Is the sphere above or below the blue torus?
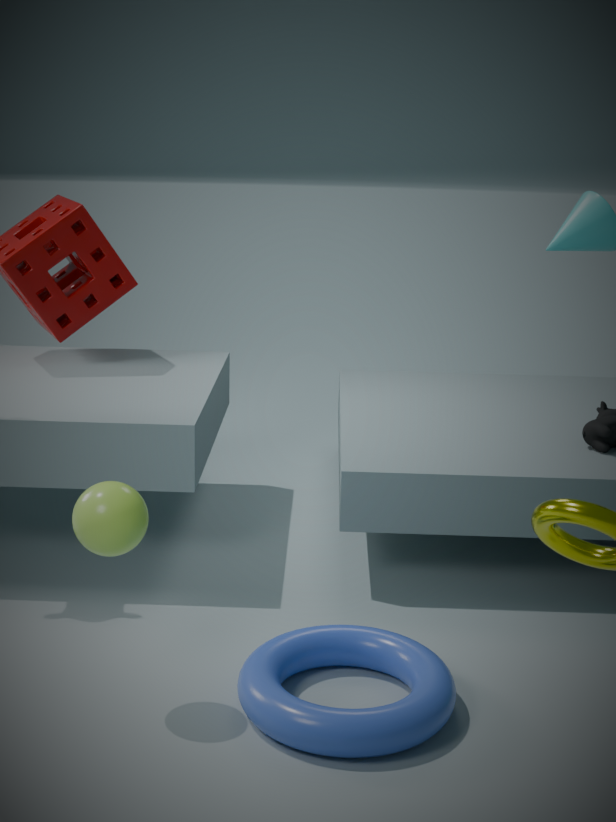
above
